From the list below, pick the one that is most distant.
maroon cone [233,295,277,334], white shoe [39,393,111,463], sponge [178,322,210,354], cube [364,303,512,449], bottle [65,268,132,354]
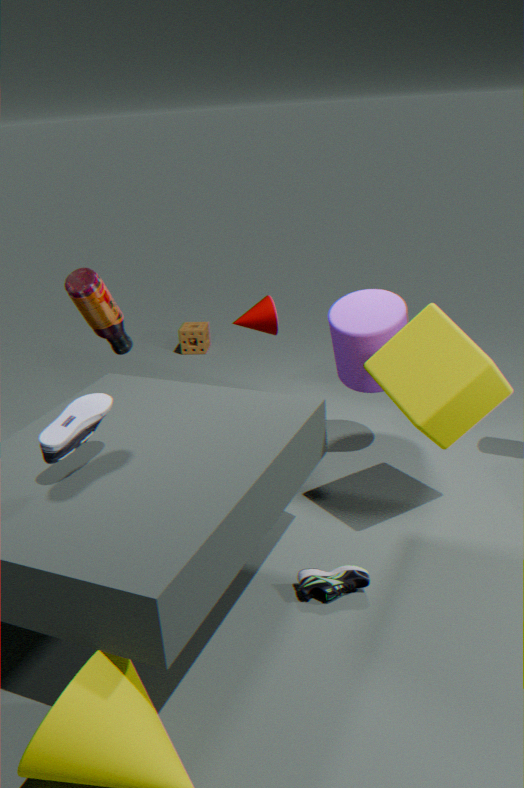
sponge [178,322,210,354]
